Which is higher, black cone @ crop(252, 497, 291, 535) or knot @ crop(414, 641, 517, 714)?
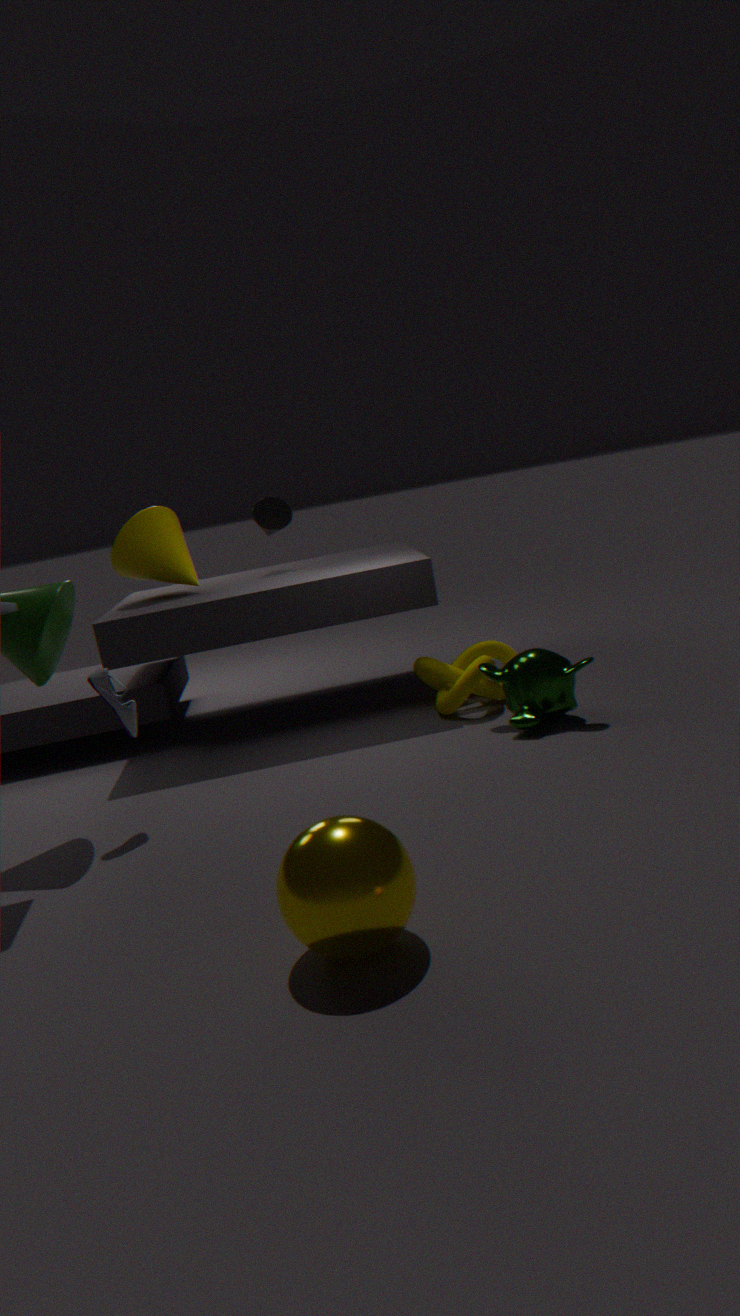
black cone @ crop(252, 497, 291, 535)
